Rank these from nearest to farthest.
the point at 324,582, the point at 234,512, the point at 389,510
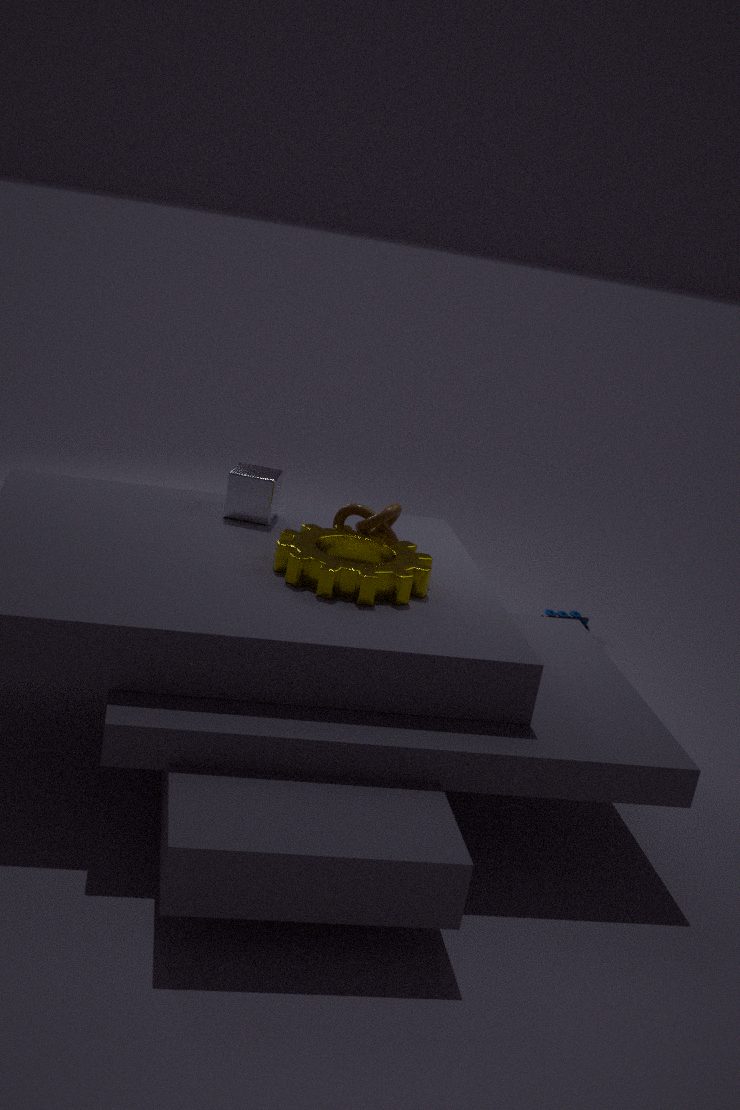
the point at 324,582 < the point at 389,510 < the point at 234,512
